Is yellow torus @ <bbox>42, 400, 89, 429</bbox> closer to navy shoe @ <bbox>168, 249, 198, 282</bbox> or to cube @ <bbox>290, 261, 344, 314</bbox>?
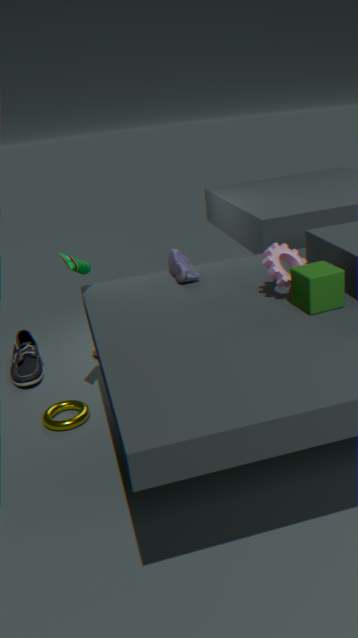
navy shoe @ <bbox>168, 249, 198, 282</bbox>
